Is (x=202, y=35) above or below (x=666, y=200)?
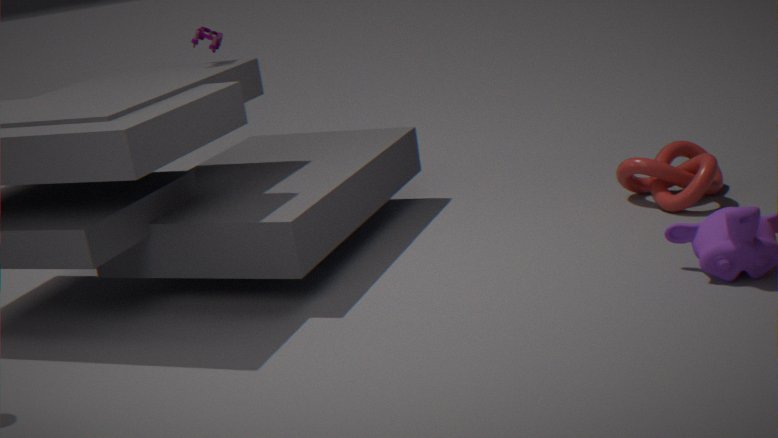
above
